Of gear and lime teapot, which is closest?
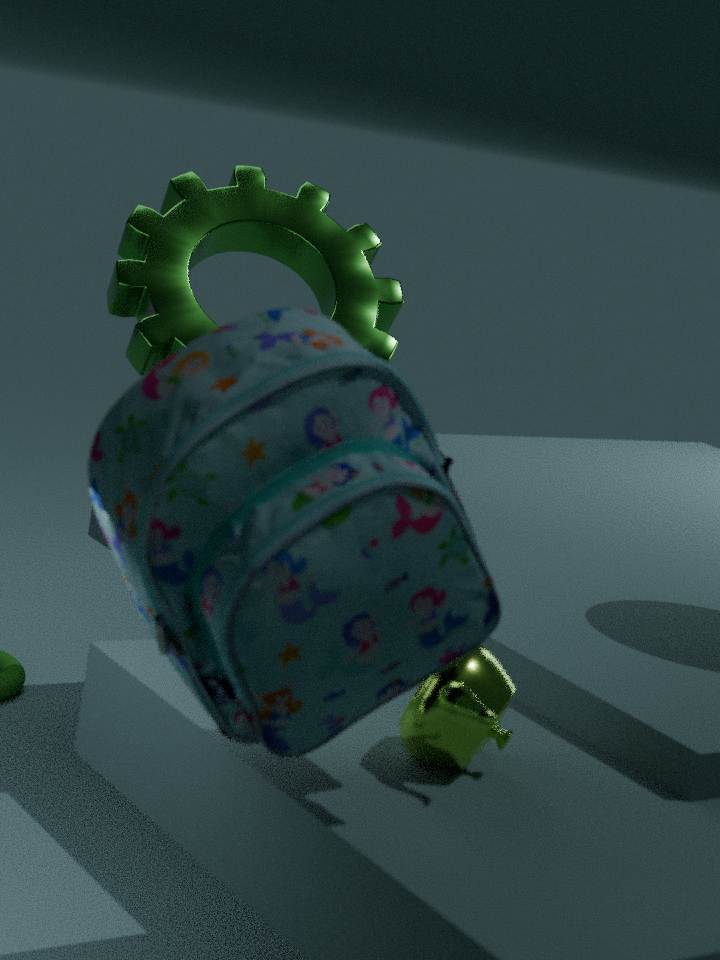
lime teapot
